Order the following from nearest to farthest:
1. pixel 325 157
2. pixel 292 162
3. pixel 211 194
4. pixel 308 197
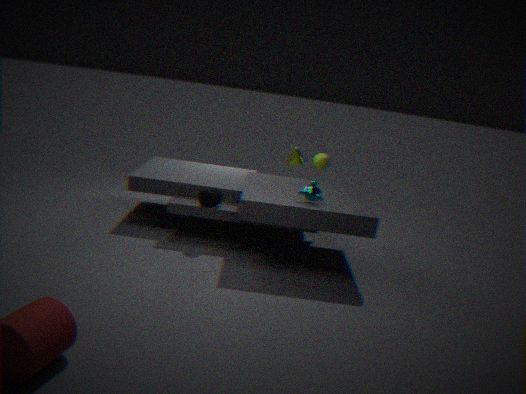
1. pixel 308 197
2. pixel 211 194
3. pixel 325 157
4. pixel 292 162
